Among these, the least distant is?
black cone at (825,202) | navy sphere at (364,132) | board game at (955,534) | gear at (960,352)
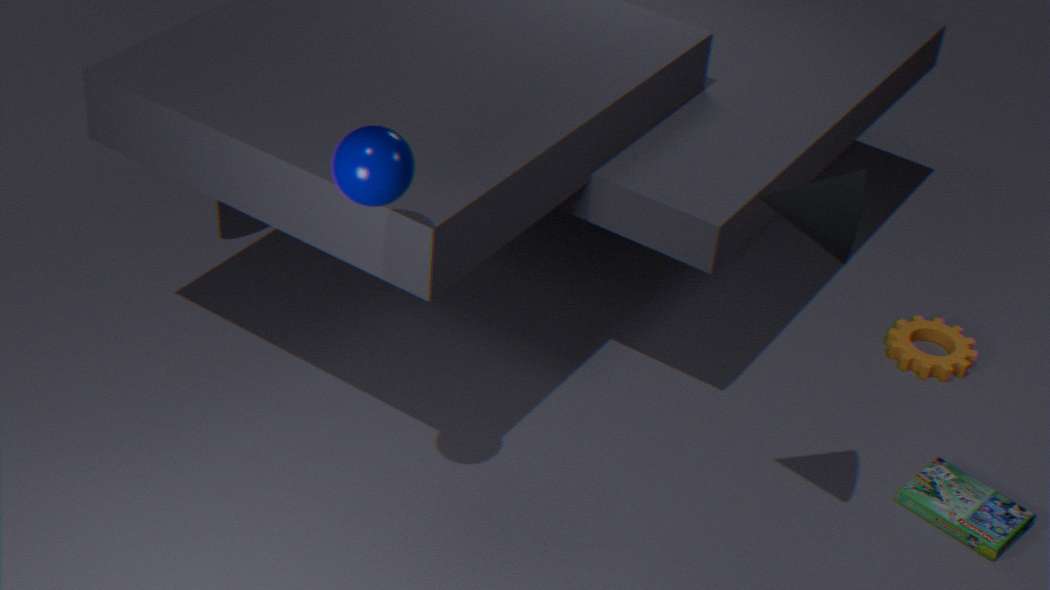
navy sphere at (364,132)
